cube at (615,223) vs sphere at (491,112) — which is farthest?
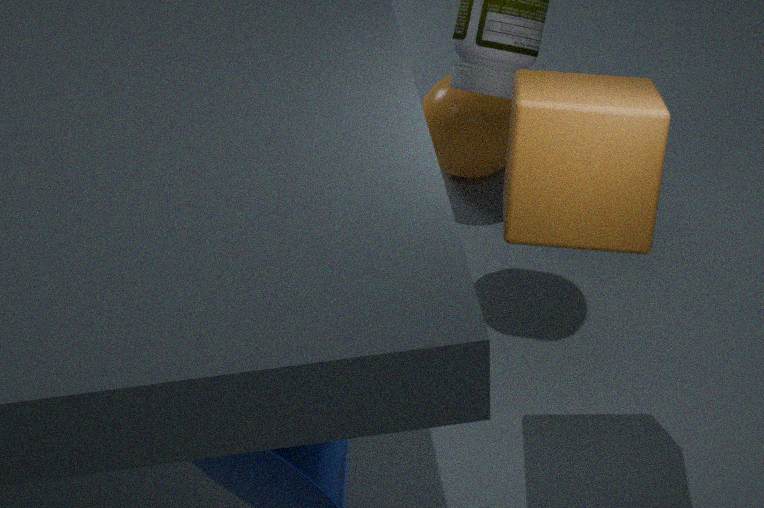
sphere at (491,112)
